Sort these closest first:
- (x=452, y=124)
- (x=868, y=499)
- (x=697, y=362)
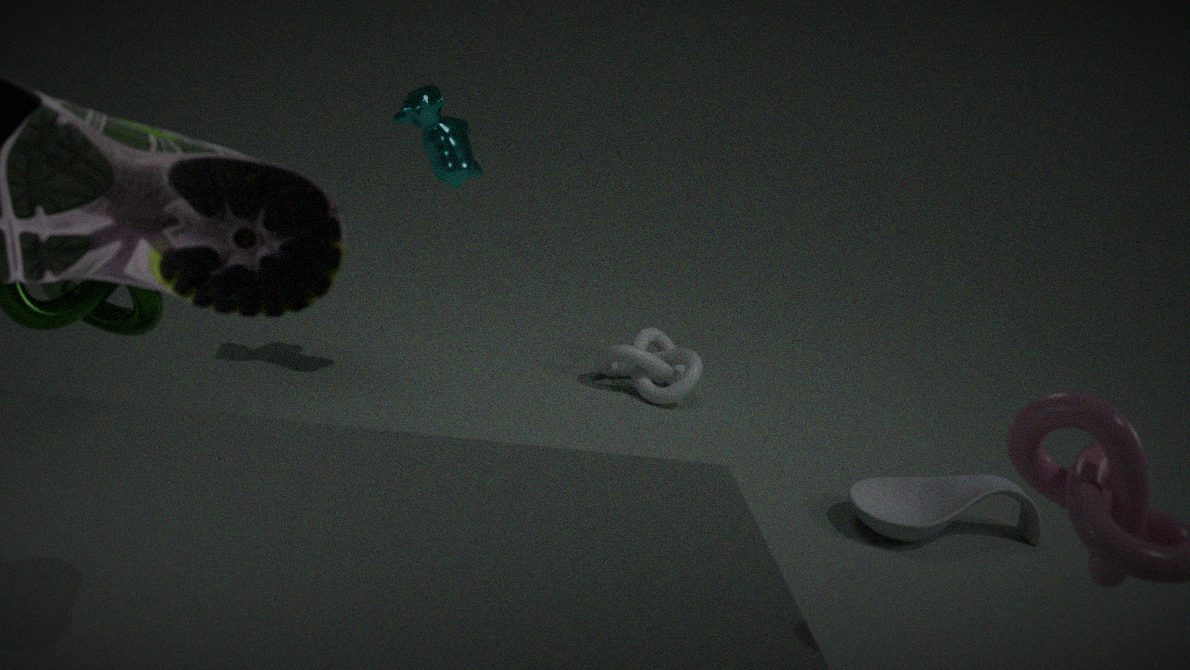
1. (x=452, y=124)
2. (x=868, y=499)
3. (x=697, y=362)
